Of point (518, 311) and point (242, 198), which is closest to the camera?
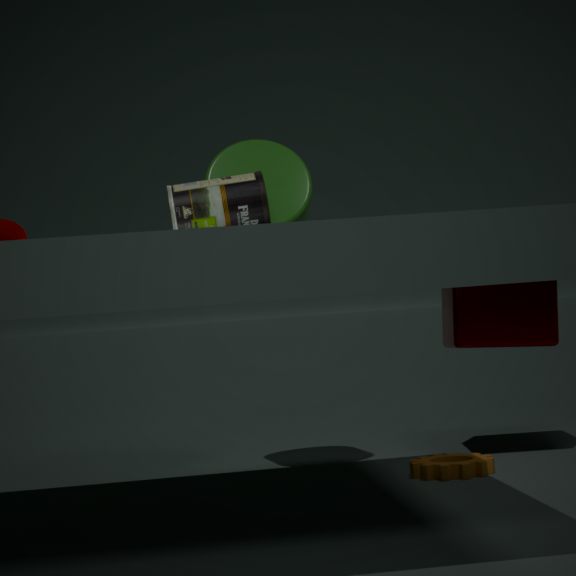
point (242, 198)
